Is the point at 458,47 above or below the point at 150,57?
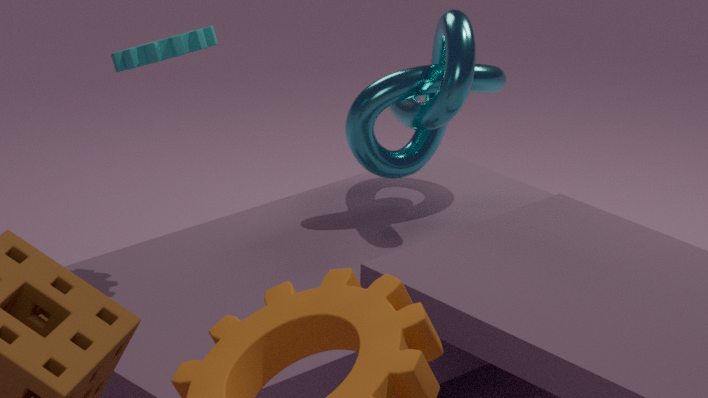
below
